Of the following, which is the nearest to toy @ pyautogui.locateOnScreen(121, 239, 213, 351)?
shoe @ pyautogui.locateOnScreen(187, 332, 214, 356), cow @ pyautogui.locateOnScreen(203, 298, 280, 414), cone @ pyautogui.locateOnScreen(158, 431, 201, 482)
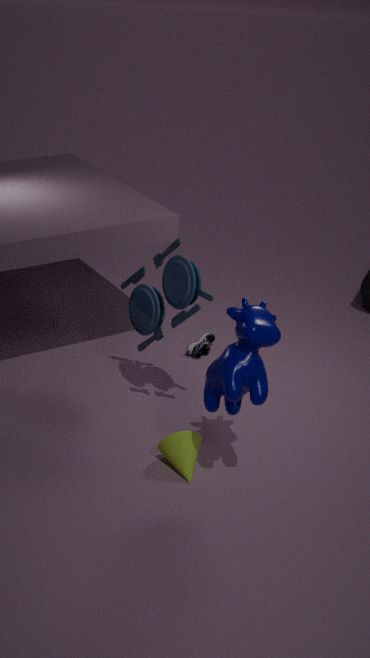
cow @ pyautogui.locateOnScreen(203, 298, 280, 414)
